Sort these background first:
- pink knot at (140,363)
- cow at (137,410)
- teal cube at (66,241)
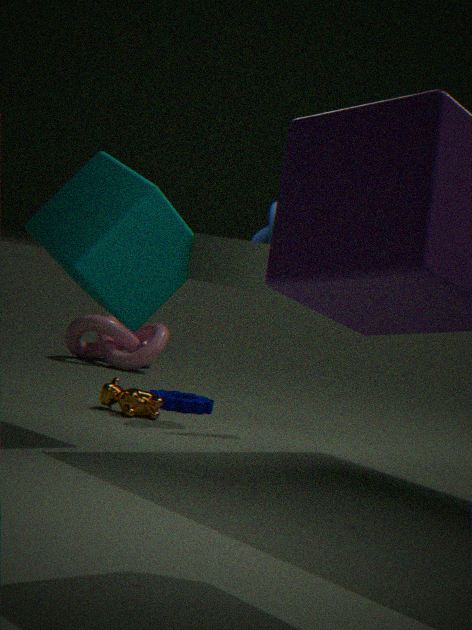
pink knot at (140,363)
cow at (137,410)
teal cube at (66,241)
